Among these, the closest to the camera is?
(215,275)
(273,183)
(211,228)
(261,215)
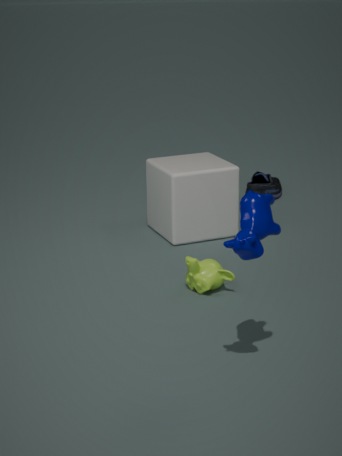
(261,215)
